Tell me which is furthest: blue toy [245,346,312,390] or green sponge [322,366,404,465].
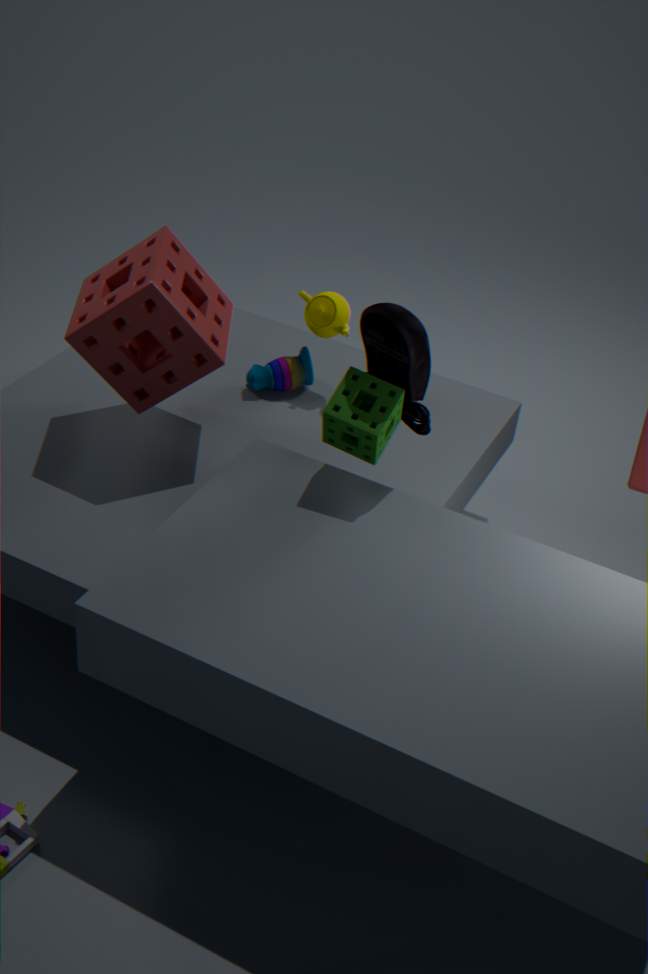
blue toy [245,346,312,390]
